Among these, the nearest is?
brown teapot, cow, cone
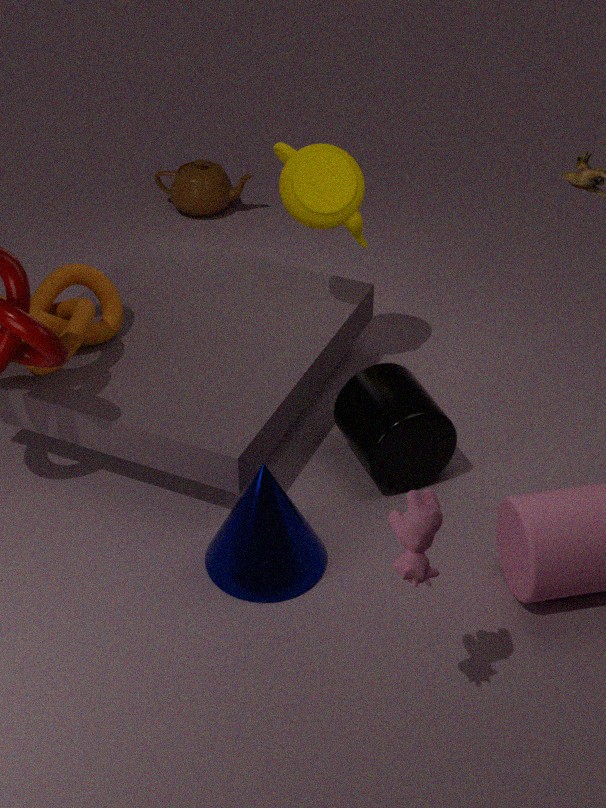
cow
